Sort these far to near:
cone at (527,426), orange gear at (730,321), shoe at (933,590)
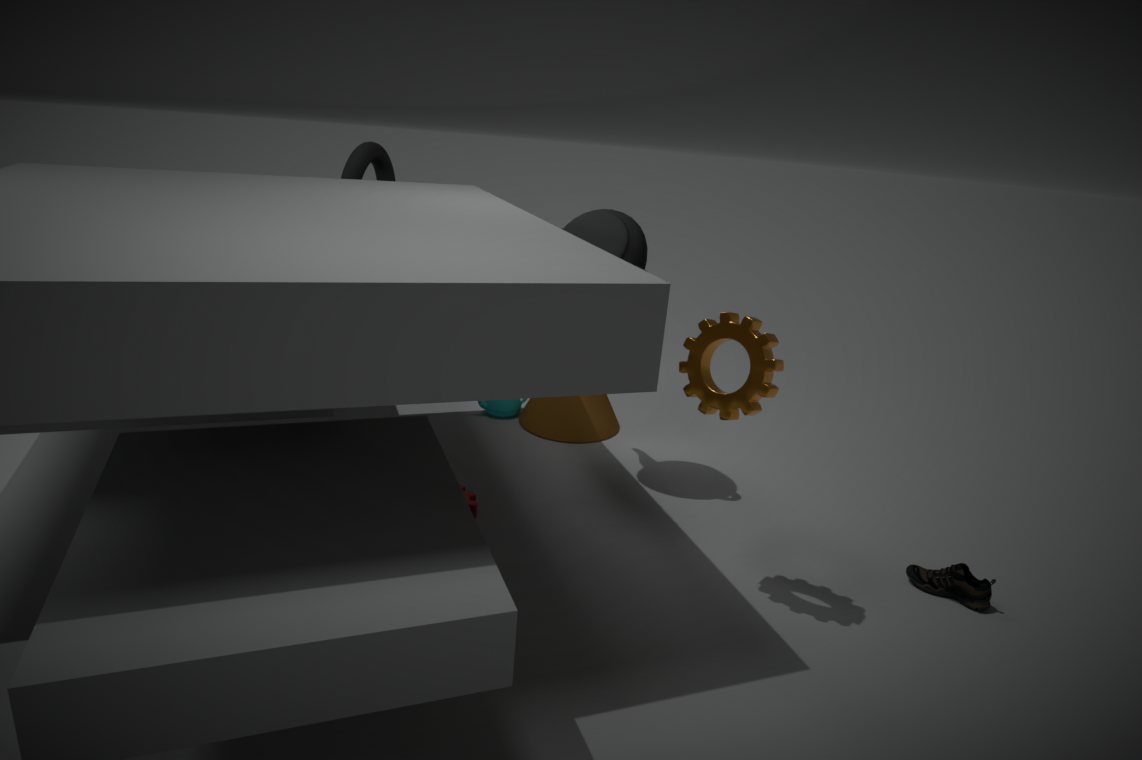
cone at (527,426)
shoe at (933,590)
orange gear at (730,321)
